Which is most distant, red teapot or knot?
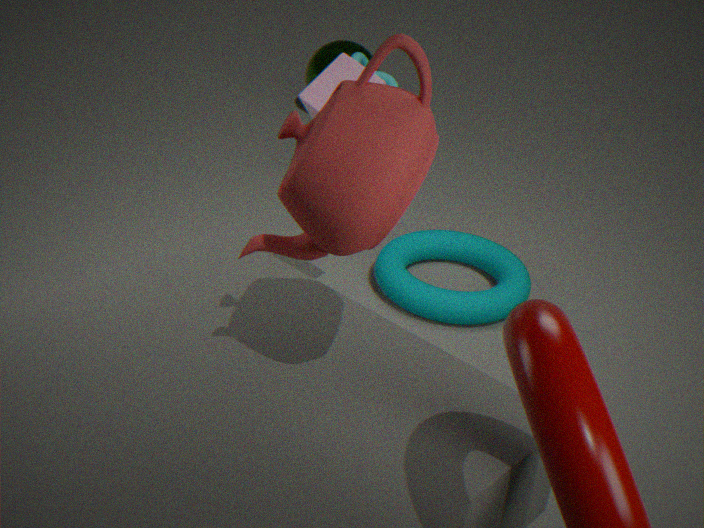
knot
